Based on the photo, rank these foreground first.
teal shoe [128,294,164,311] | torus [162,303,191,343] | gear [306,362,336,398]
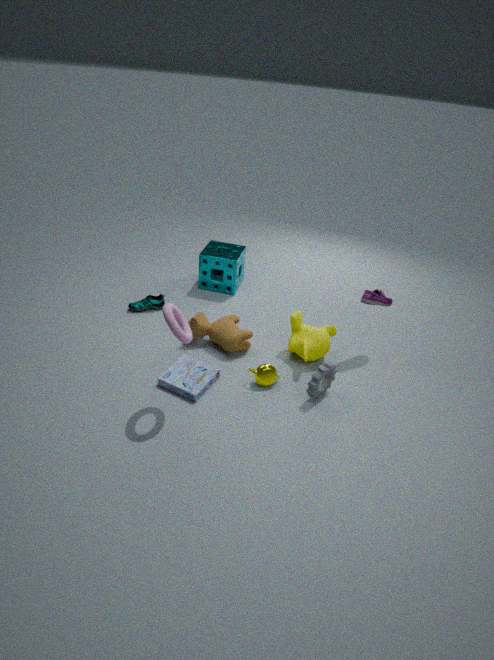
torus [162,303,191,343], gear [306,362,336,398], teal shoe [128,294,164,311]
